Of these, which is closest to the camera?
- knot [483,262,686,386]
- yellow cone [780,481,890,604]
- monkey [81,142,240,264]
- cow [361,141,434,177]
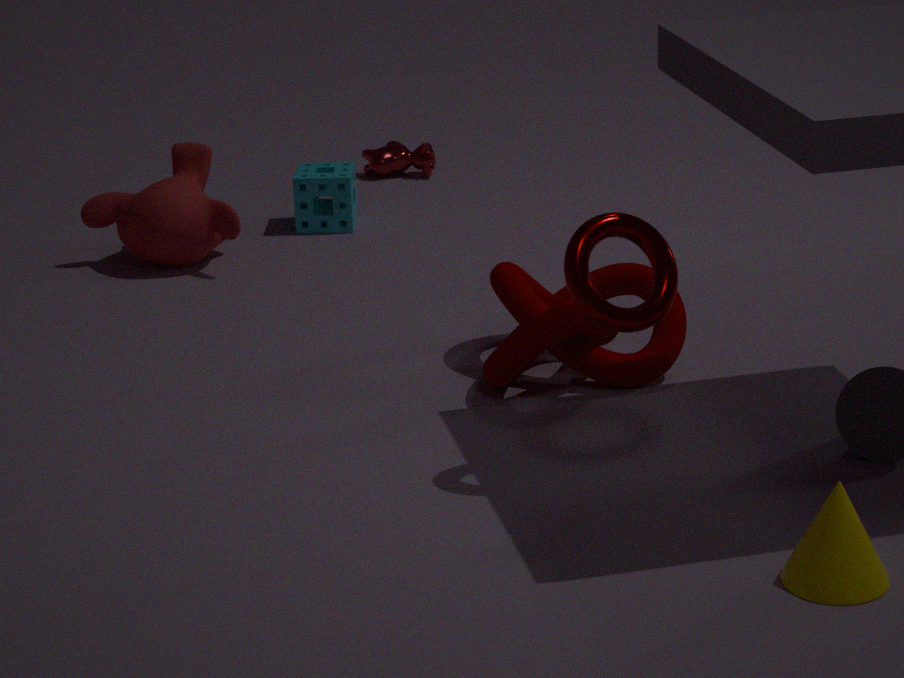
yellow cone [780,481,890,604]
